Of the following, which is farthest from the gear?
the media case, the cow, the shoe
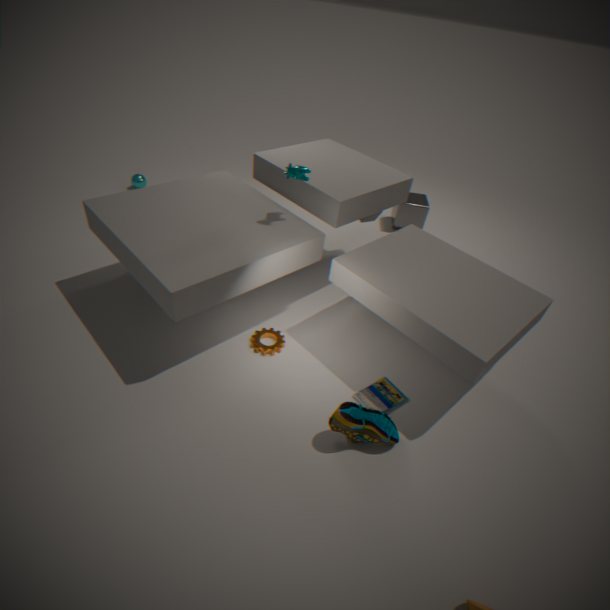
the cow
